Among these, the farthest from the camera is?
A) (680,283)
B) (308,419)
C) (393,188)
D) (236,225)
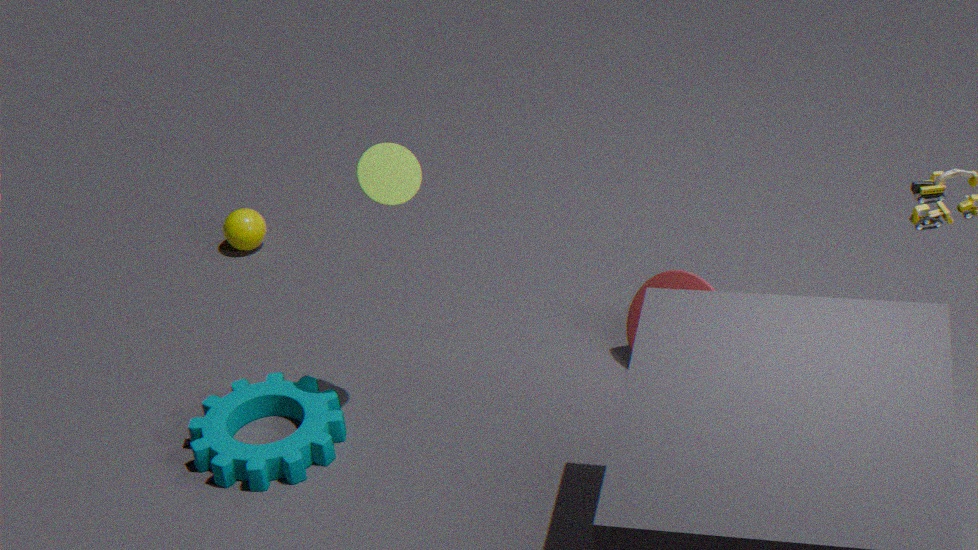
(236,225)
